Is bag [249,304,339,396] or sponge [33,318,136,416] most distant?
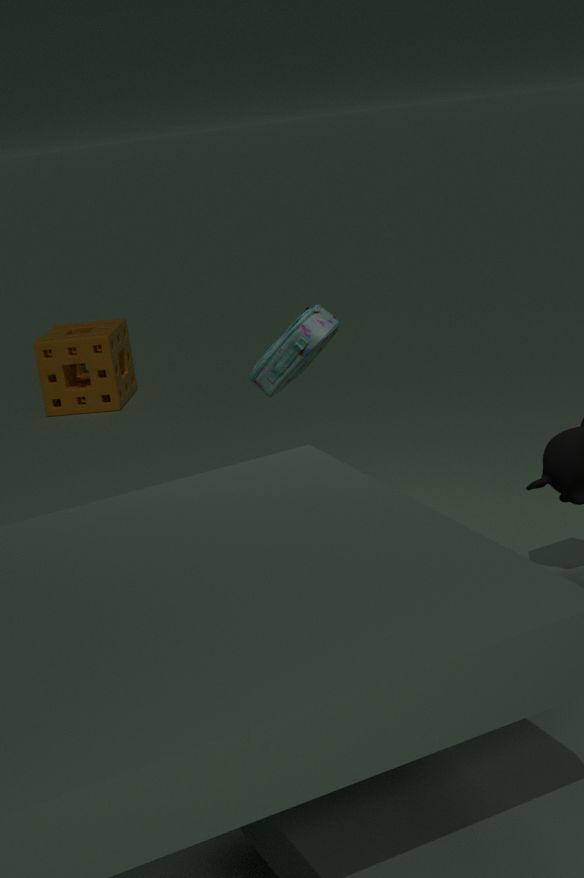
sponge [33,318,136,416]
